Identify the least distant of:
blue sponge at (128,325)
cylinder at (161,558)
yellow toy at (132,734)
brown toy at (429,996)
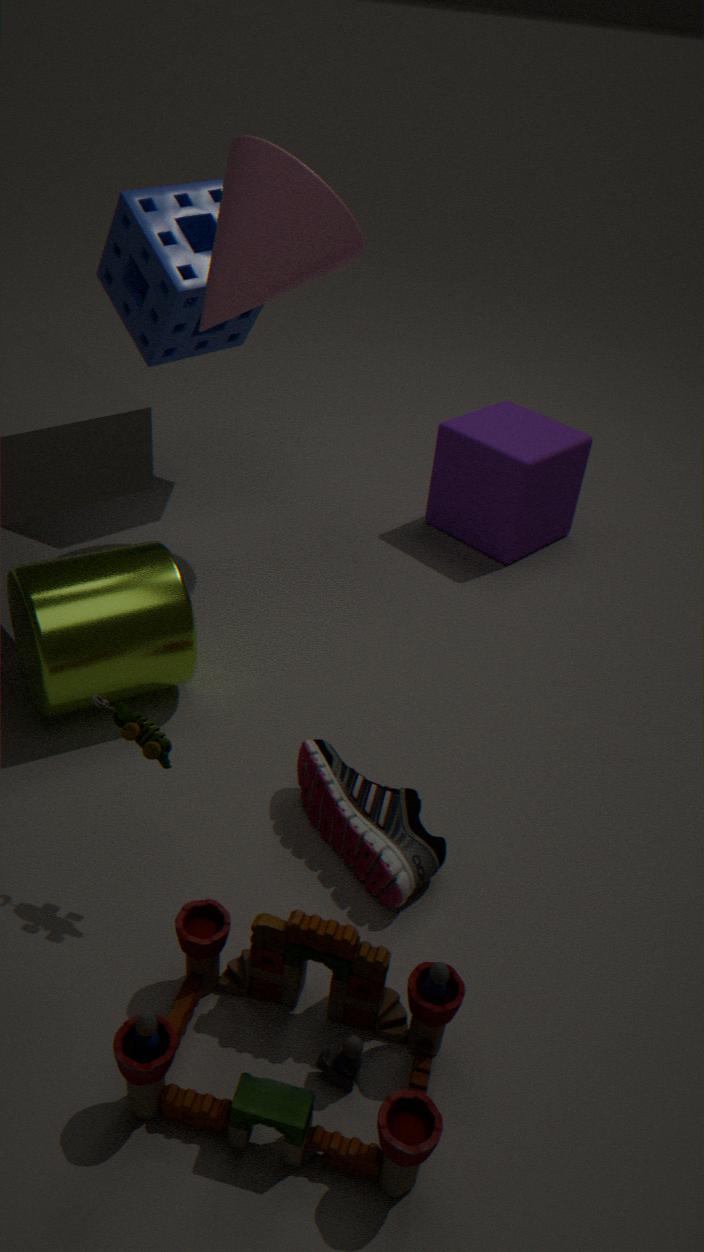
brown toy at (429,996)
